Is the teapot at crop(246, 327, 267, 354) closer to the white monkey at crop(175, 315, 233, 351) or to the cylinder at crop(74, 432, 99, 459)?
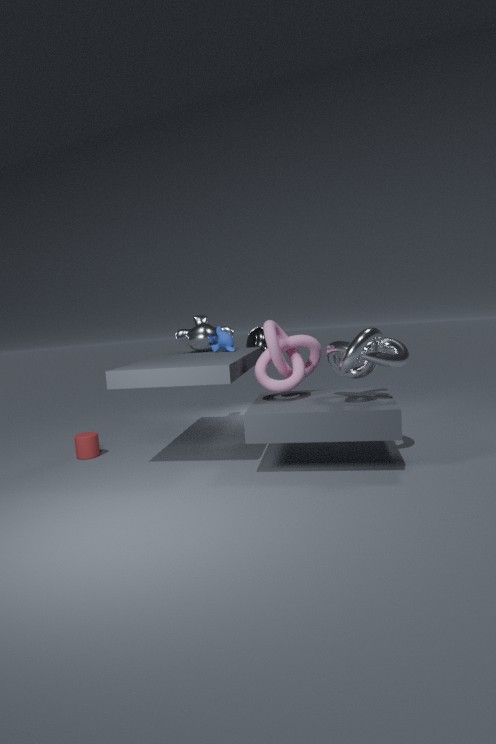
the white monkey at crop(175, 315, 233, 351)
